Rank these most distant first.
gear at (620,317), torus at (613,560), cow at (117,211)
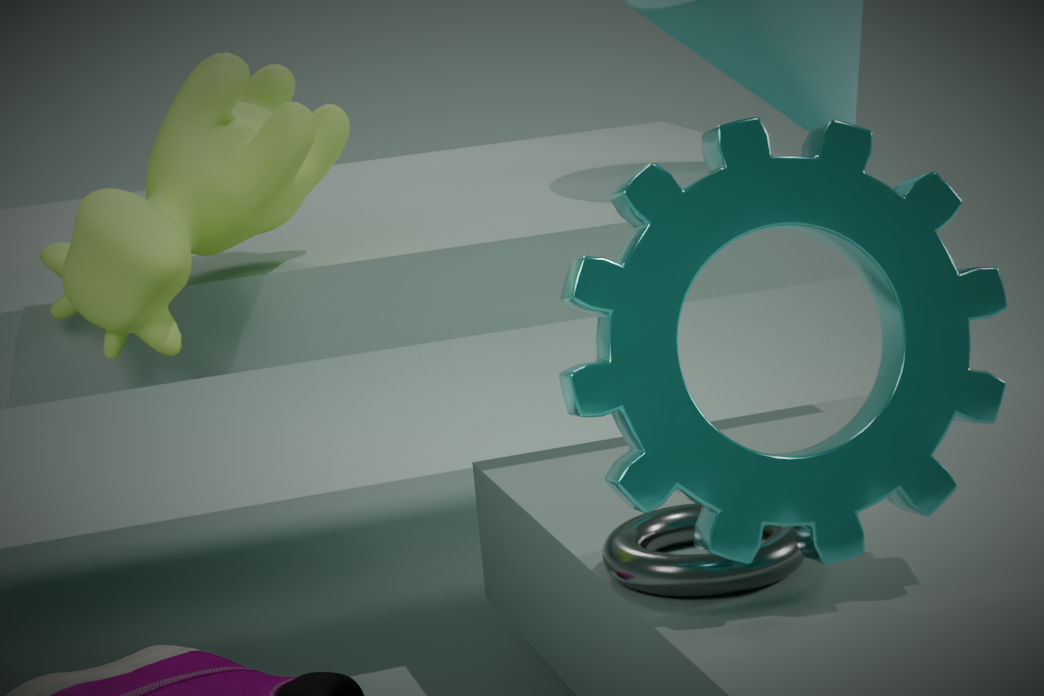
cow at (117,211) → torus at (613,560) → gear at (620,317)
